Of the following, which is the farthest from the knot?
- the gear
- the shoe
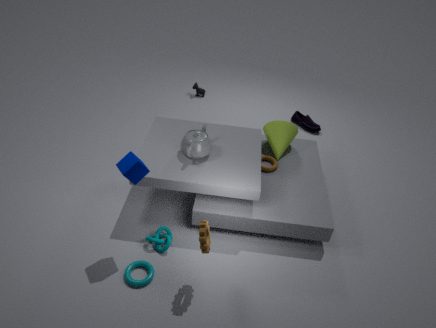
the shoe
